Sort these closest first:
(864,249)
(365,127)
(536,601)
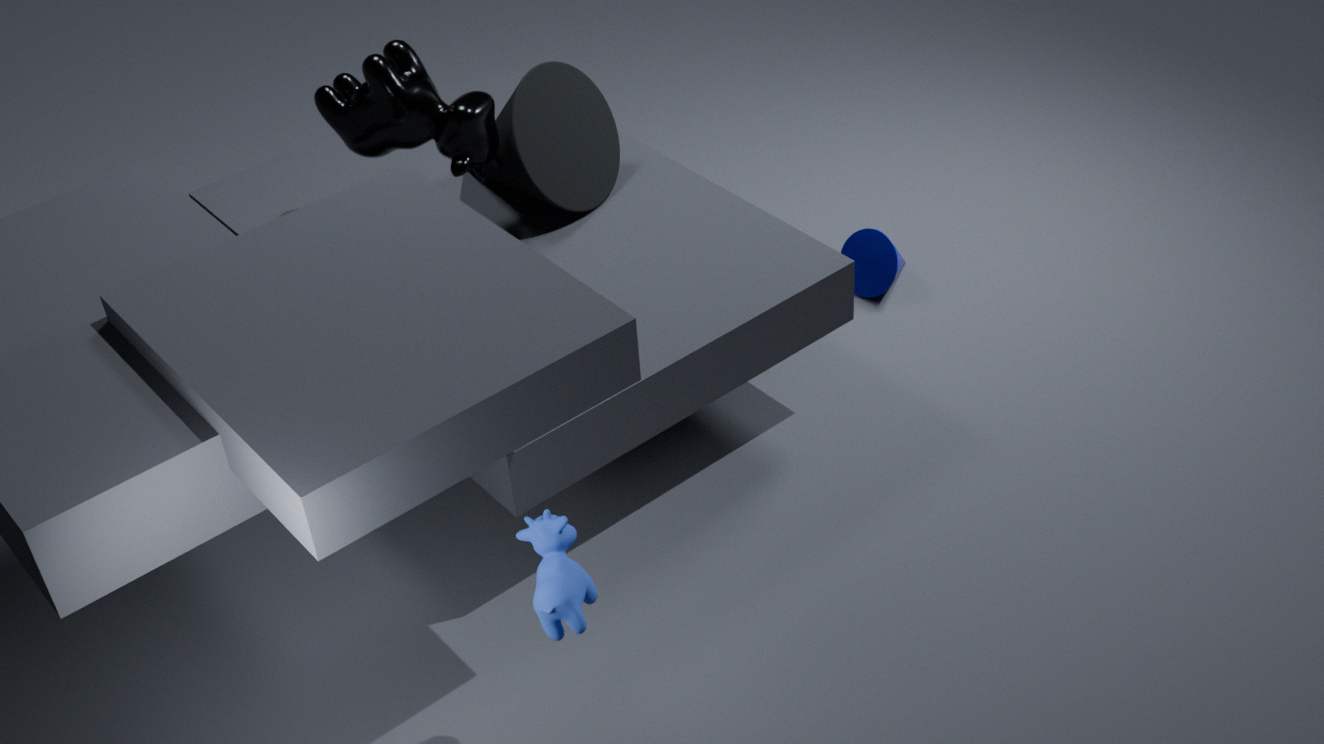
(536,601) < (365,127) < (864,249)
